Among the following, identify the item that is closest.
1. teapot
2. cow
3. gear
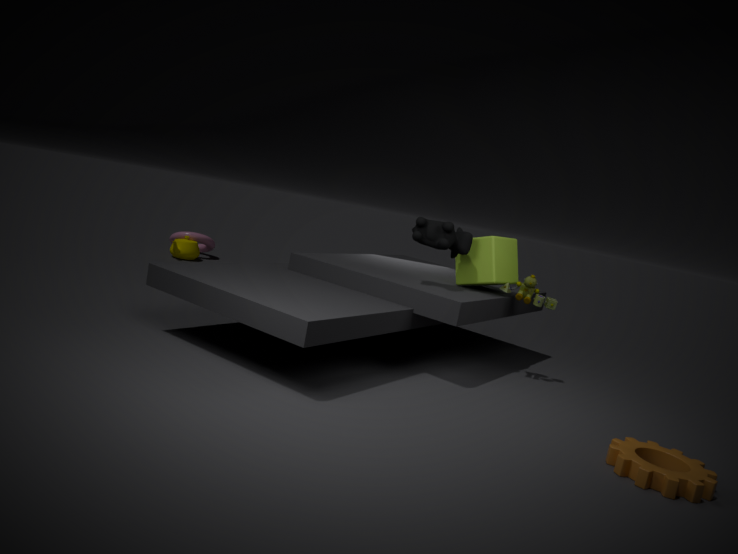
gear
